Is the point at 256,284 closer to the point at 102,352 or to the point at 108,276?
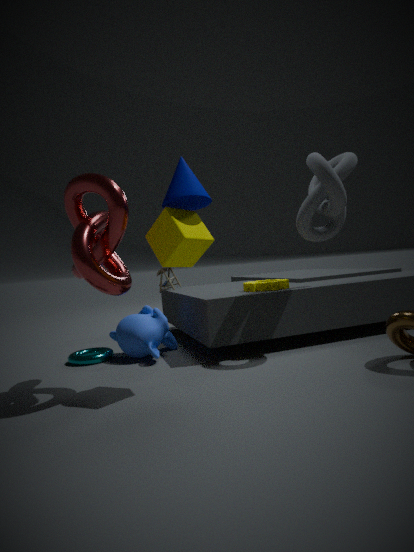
the point at 108,276
